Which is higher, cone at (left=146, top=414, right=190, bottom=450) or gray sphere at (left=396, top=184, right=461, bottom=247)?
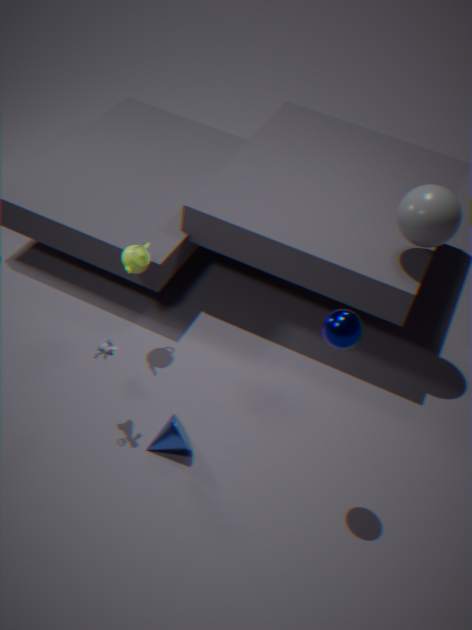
gray sphere at (left=396, top=184, right=461, bottom=247)
